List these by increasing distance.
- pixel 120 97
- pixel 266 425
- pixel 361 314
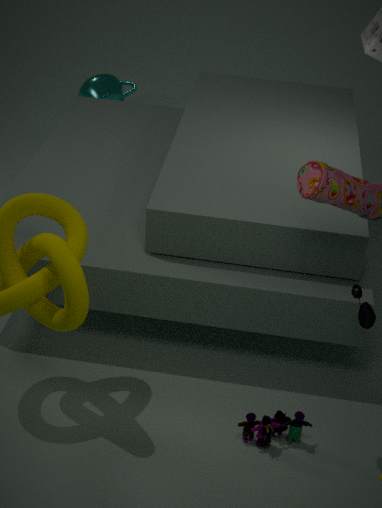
pixel 361 314 → pixel 266 425 → pixel 120 97
